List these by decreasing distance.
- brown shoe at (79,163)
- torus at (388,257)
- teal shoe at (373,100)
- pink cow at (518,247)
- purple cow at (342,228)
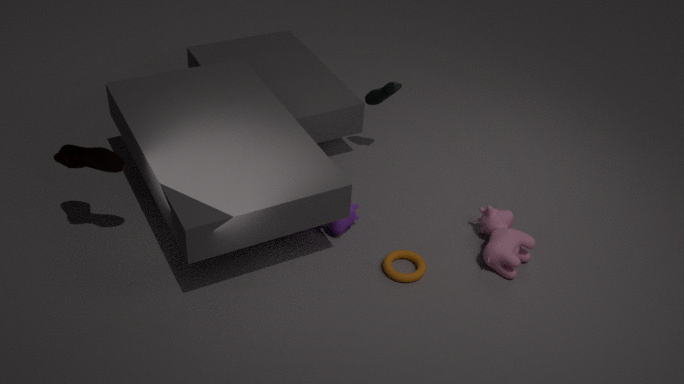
1. teal shoe at (373,100)
2. purple cow at (342,228)
3. pink cow at (518,247)
4. torus at (388,257)
5. brown shoe at (79,163)
